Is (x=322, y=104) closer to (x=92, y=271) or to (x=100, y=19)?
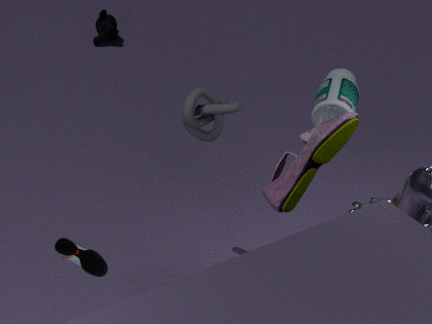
(x=92, y=271)
